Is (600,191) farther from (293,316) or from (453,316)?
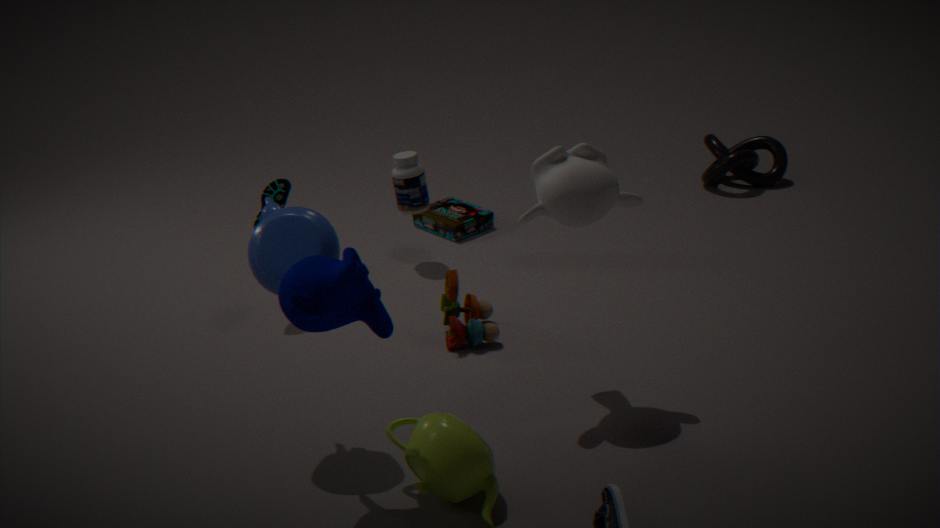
(293,316)
